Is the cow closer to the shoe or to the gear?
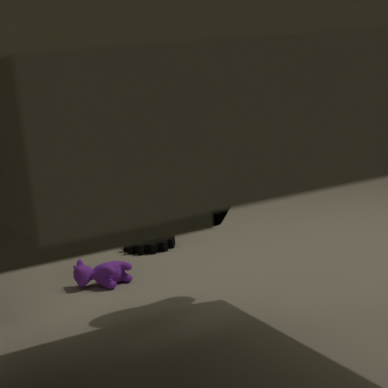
the gear
